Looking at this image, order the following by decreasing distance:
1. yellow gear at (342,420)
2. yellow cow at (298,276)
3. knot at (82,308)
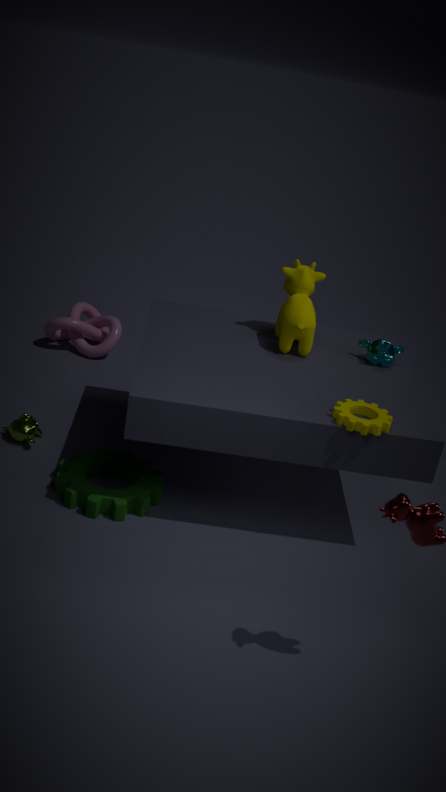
knot at (82,308) → yellow cow at (298,276) → yellow gear at (342,420)
